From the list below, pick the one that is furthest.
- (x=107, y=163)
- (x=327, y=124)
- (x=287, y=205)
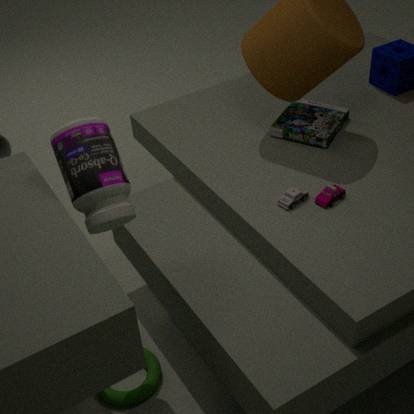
(x=327, y=124)
